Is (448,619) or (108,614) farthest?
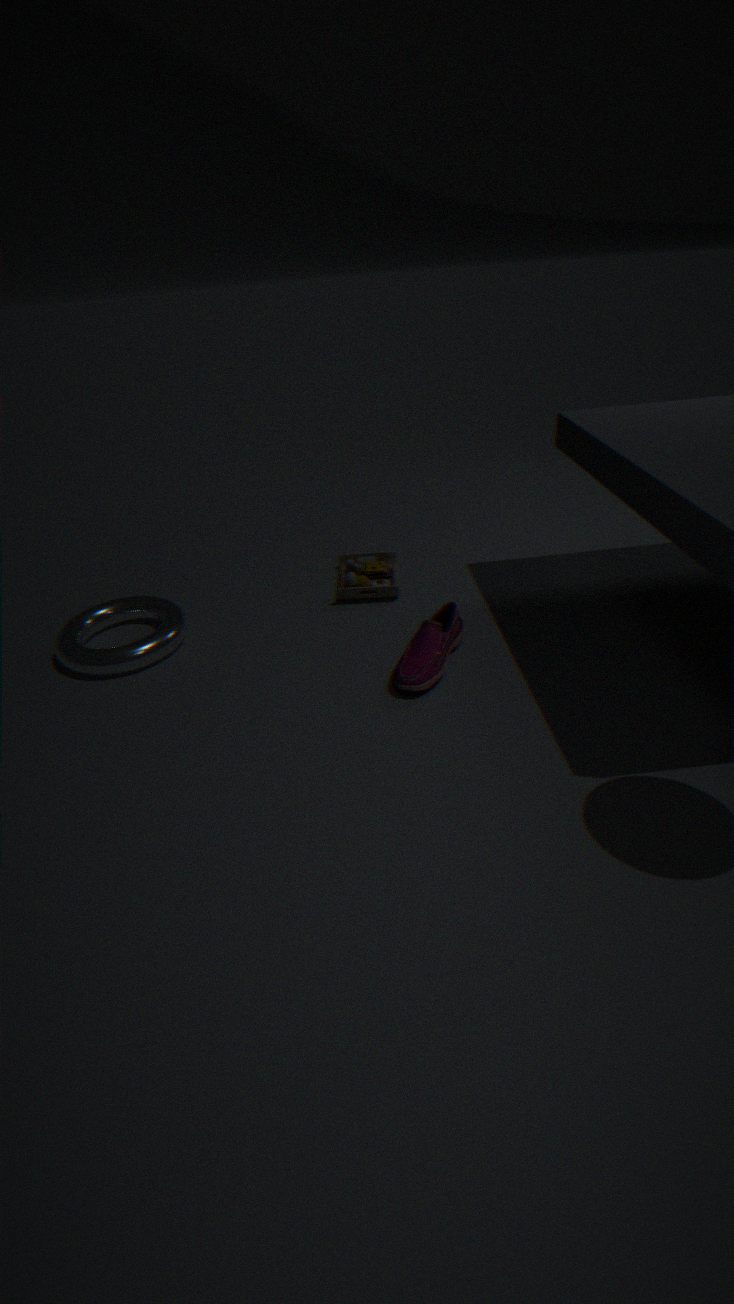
(108,614)
